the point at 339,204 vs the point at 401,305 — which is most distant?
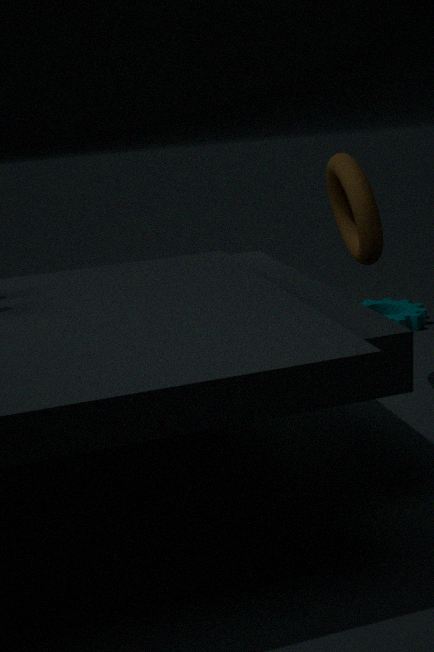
the point at 401,305
